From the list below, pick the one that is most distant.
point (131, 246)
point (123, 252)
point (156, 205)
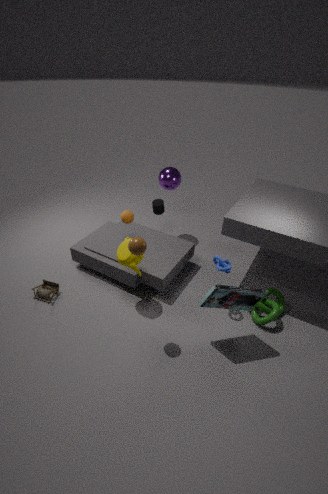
point (156, 205)
